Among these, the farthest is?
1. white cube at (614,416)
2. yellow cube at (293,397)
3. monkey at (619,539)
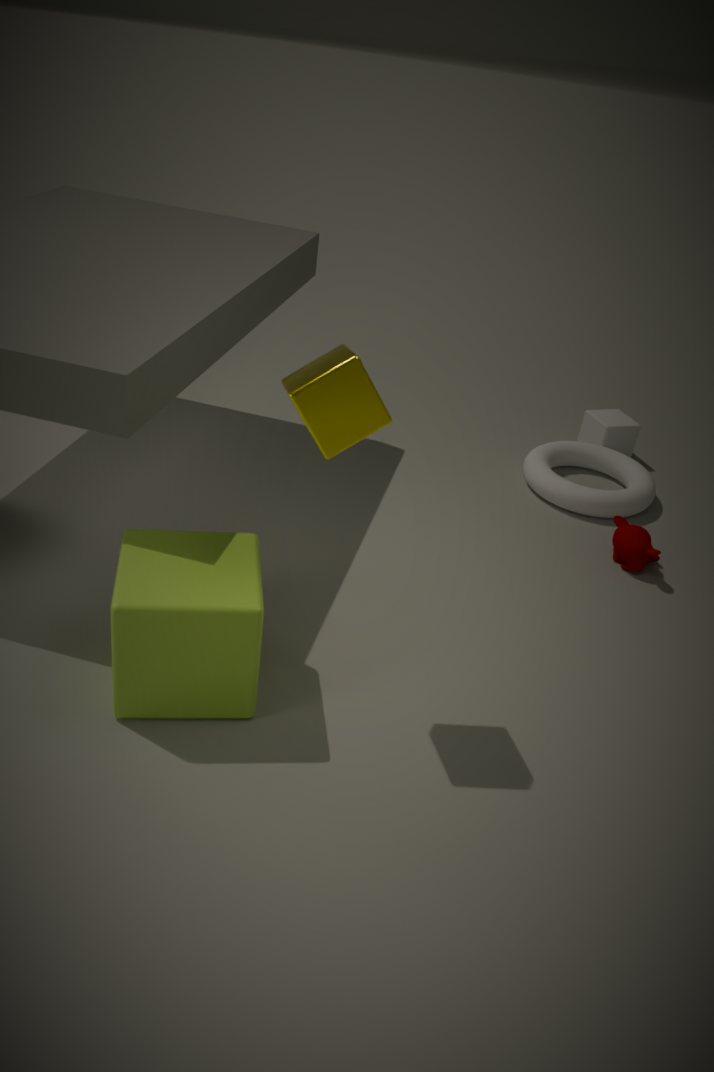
Answer: white cube at (614,416)
